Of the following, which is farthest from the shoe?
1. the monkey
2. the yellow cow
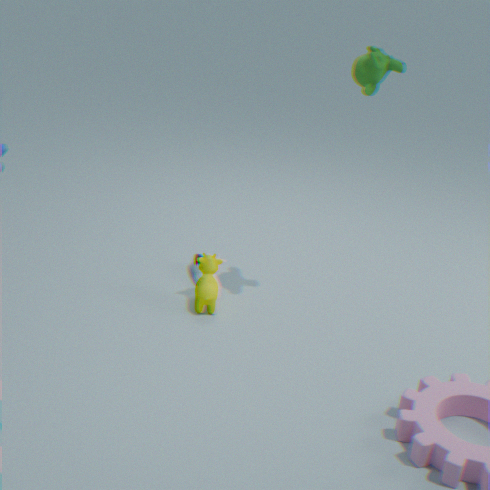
the monkey
